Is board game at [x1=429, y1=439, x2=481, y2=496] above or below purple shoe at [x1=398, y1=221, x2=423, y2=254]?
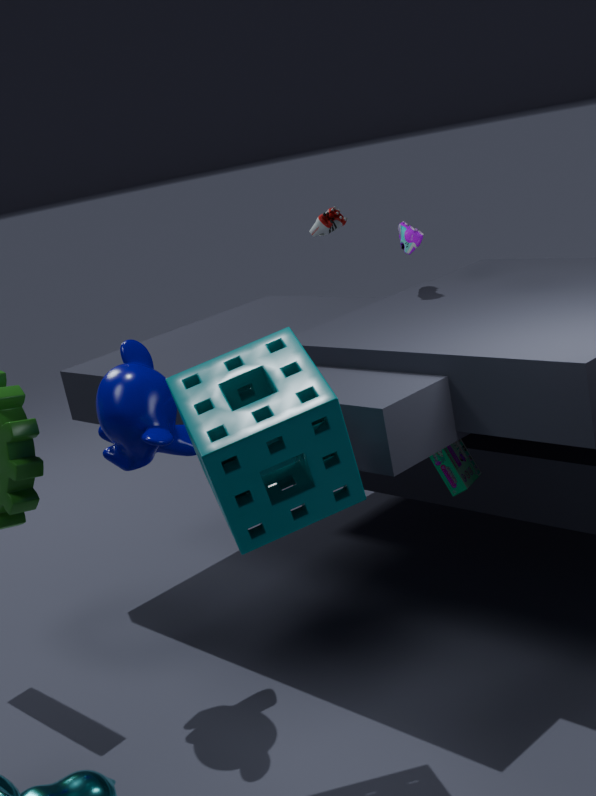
below
